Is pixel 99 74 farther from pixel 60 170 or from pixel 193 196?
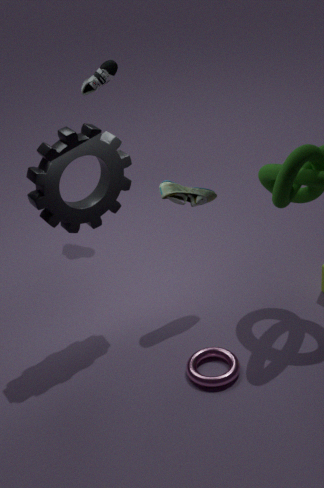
pixel 193 196
